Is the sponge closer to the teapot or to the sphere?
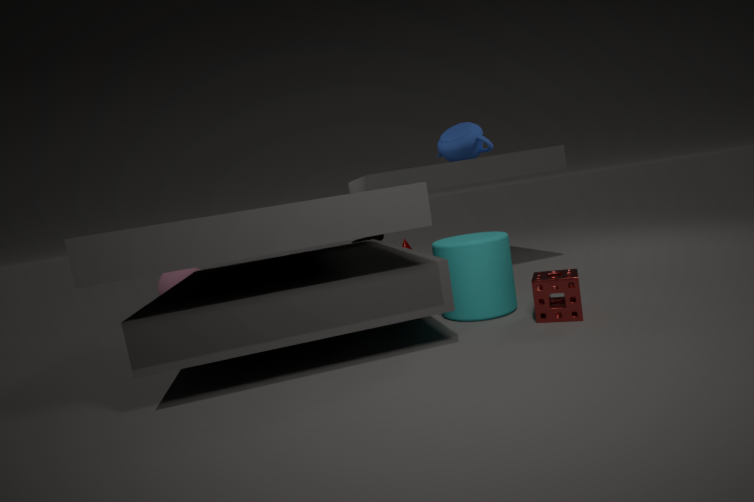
the teapot
